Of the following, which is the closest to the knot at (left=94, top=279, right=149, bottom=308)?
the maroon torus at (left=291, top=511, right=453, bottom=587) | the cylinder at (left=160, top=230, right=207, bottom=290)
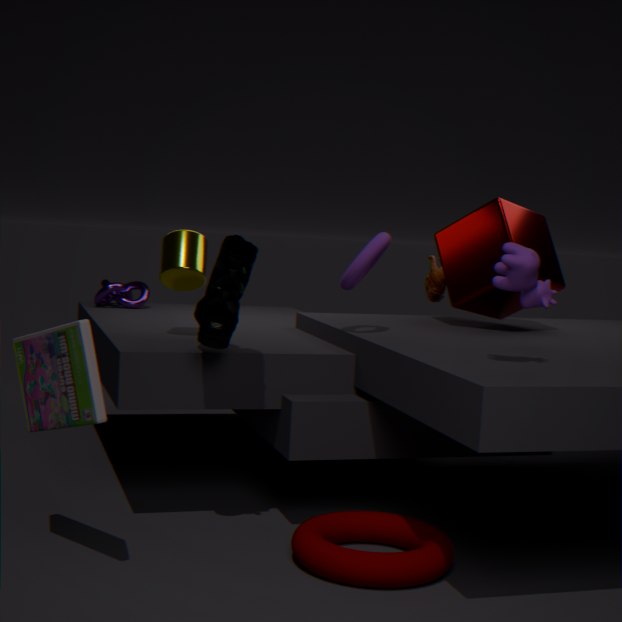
the cylinder at (left=160, top=230, right=207, bottom=290)
